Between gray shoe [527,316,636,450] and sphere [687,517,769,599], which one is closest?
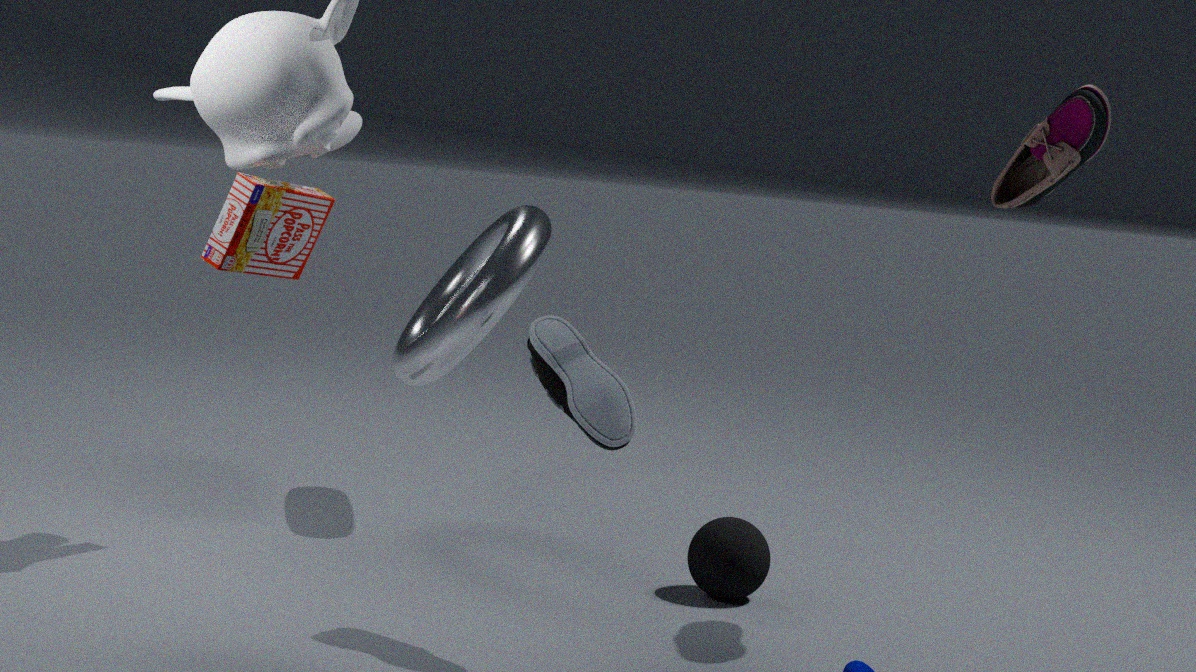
gray shoe [527,316,636,450]
